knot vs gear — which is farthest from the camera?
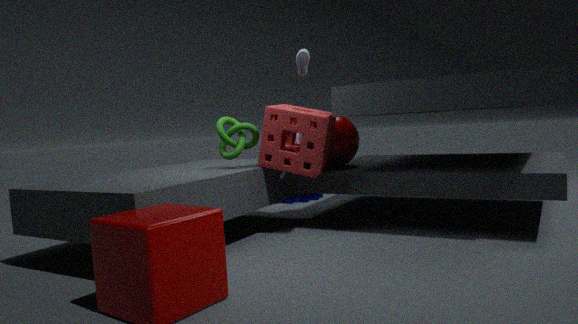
gear
